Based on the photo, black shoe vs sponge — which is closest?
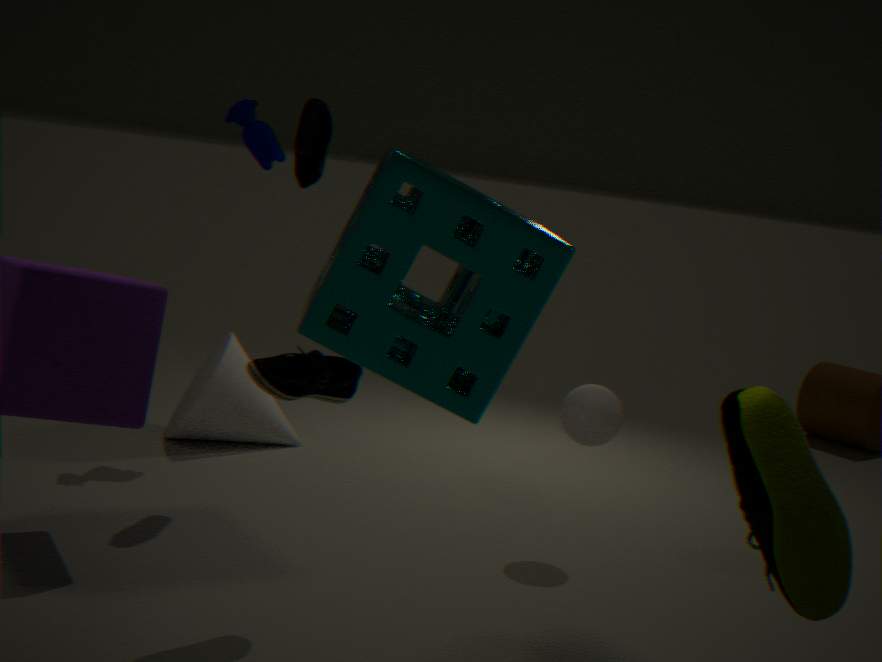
sponge
